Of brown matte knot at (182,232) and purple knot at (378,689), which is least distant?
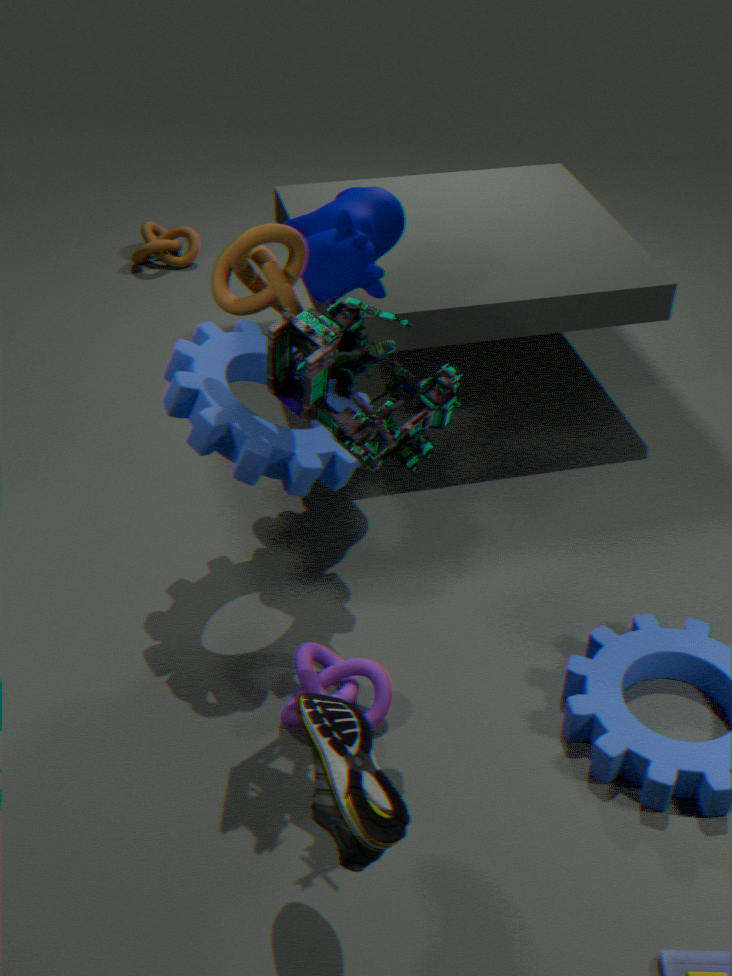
purple knot at (378,689)
